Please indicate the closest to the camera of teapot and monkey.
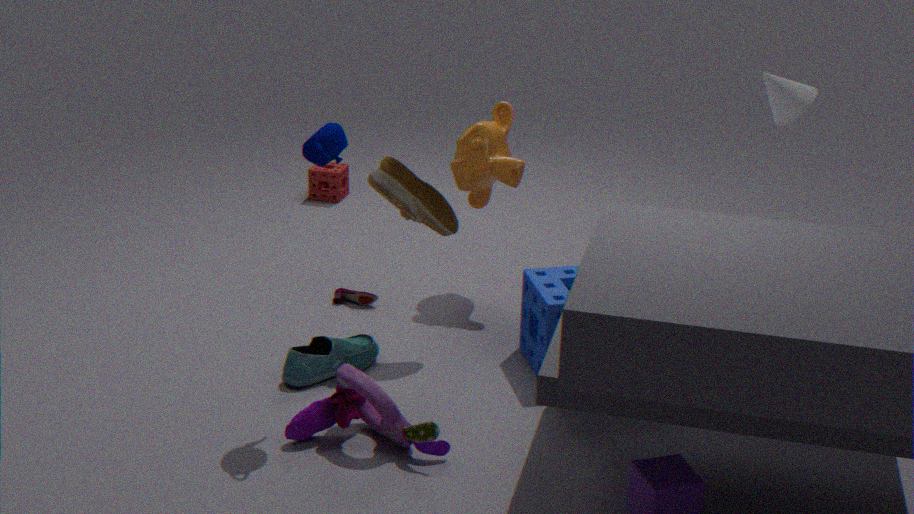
teapot
